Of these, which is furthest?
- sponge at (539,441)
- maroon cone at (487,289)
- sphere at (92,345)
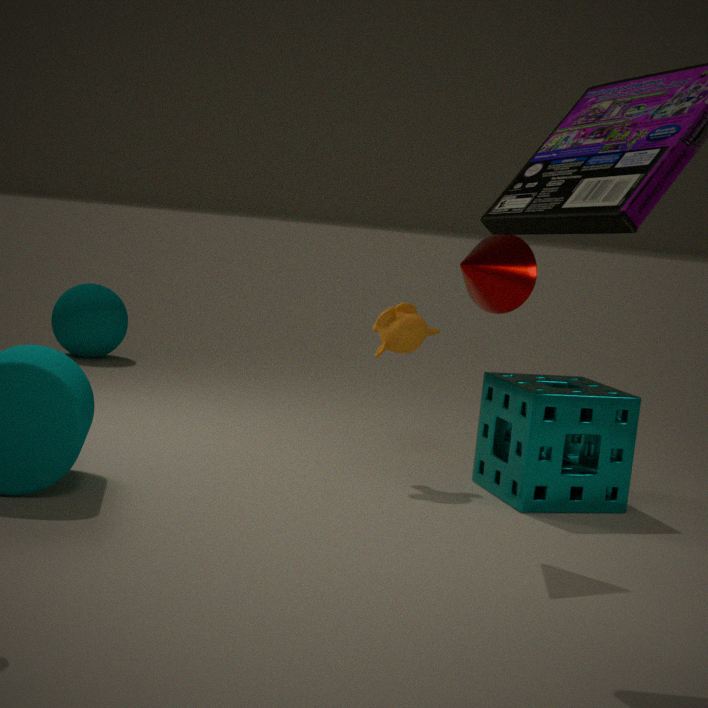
sphere at (92,345)
